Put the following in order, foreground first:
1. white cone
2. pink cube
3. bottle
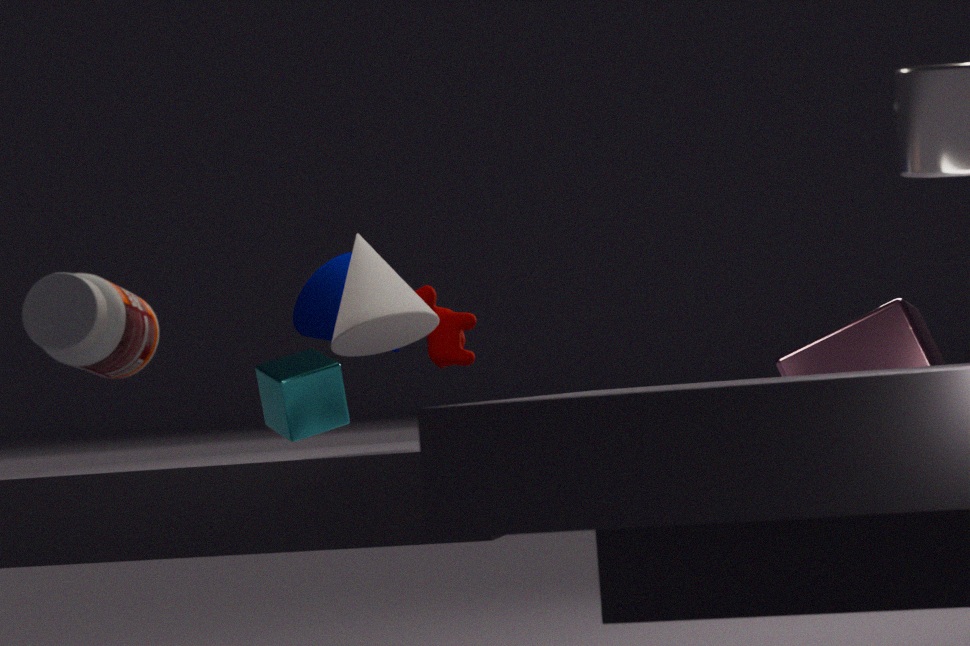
bottle, white cone, pink cube
